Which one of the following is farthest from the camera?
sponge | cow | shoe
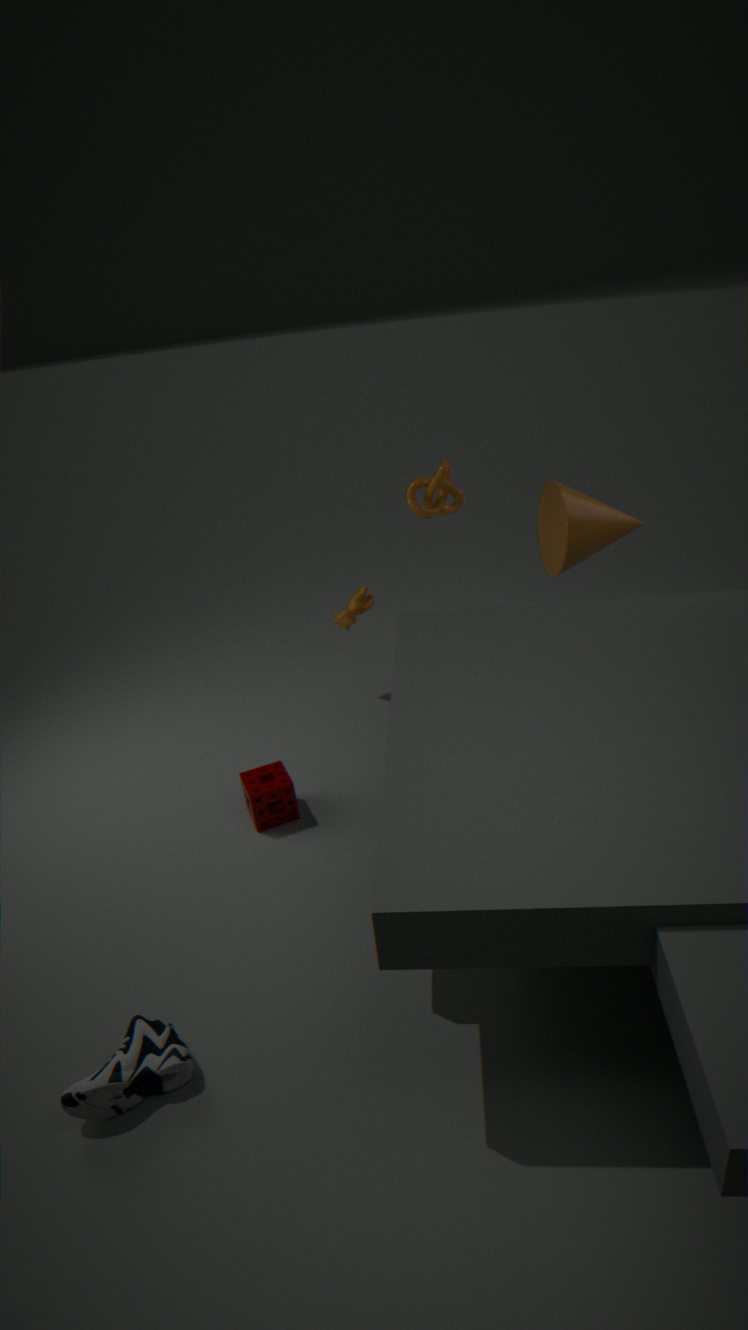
cow
